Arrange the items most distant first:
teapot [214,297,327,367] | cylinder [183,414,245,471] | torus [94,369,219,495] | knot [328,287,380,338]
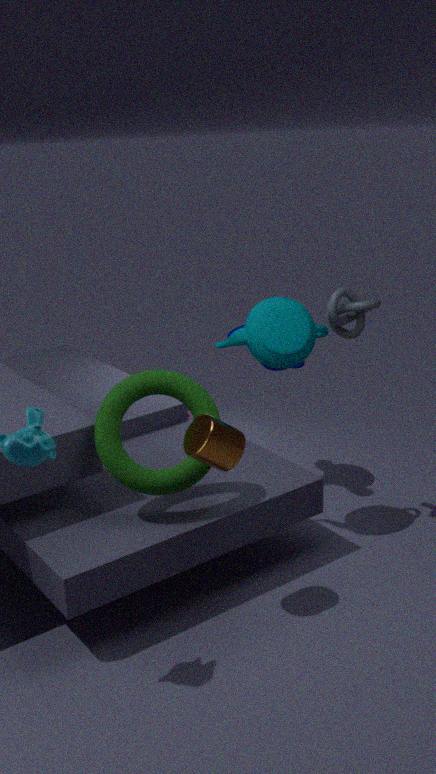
knot [328,287,380,338]
teapot [214,297,327,367]
torus [94,369,219,495]
cylinder [183,414,245,471]
